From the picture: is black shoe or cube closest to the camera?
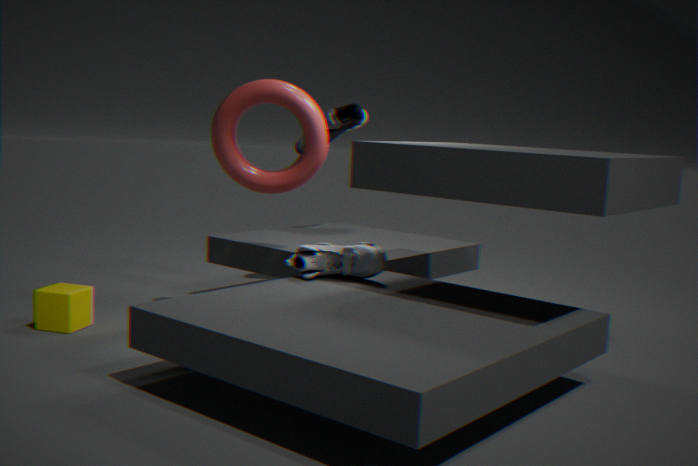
cube
